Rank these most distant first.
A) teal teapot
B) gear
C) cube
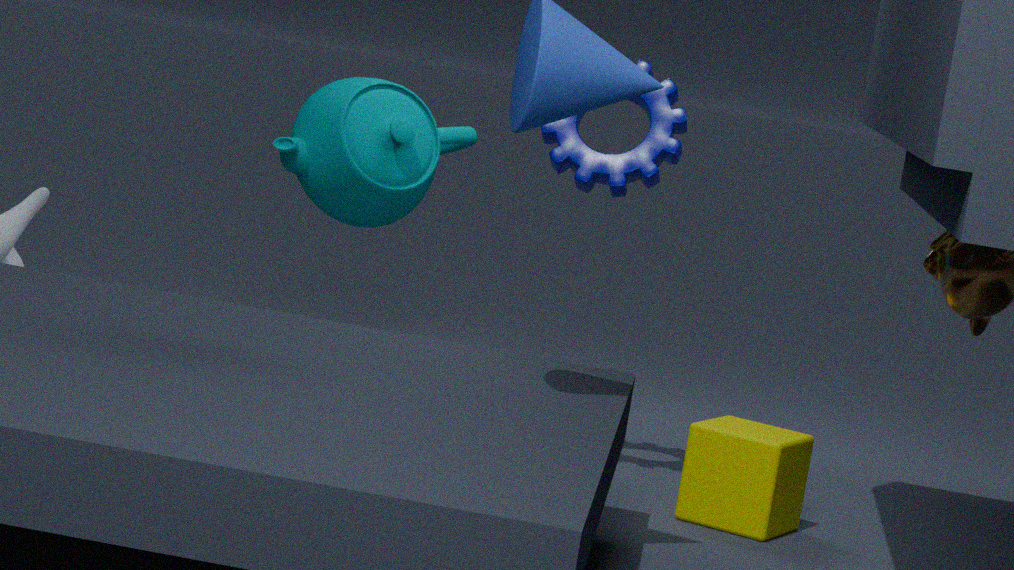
teal teapot < gear < cube
